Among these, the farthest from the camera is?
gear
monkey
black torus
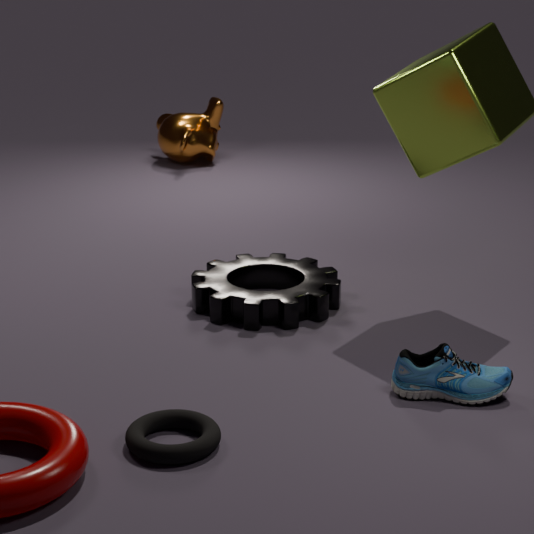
monkey
